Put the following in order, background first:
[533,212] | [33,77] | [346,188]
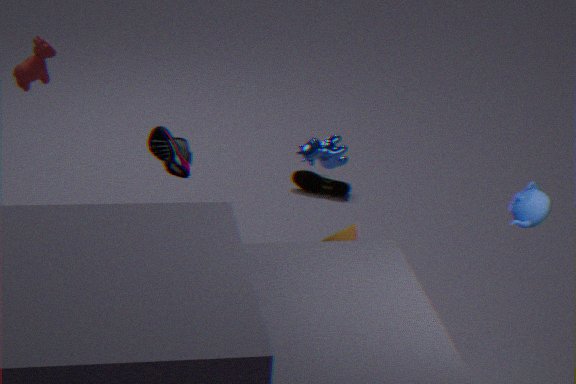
[346,188]
[33,77]
[533,212]
